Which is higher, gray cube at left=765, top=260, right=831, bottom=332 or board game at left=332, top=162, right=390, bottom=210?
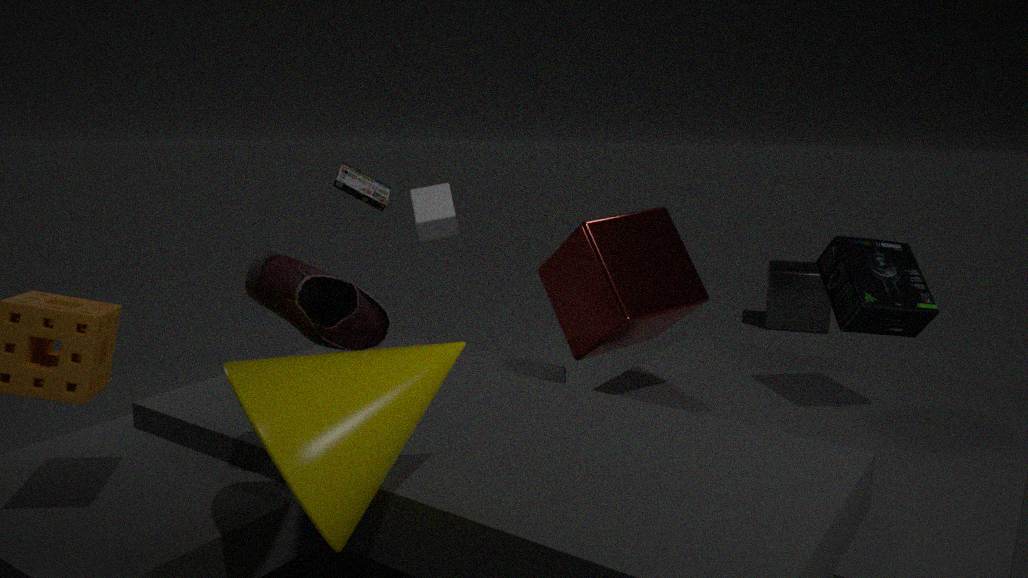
board game at left=332, top=162, right=390, bottom=210
